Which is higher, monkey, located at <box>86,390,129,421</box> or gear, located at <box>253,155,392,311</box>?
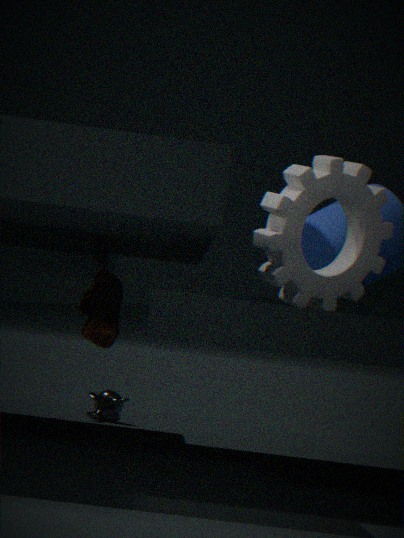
gear, located at <box>253,155,392,311</box>
